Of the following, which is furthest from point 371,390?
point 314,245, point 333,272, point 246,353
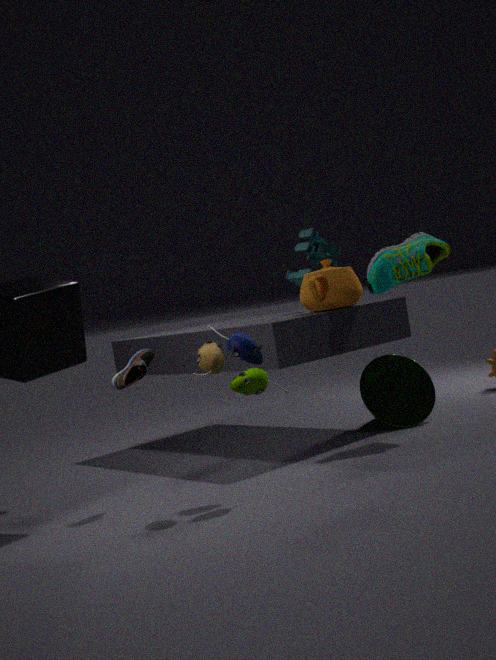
point 246,353
